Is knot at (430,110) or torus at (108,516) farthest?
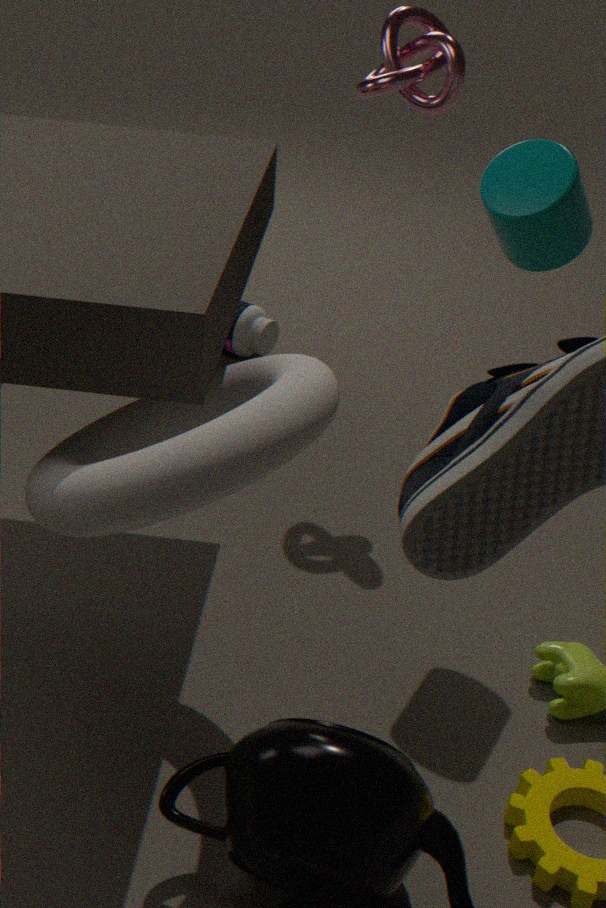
knot at (430,110)
